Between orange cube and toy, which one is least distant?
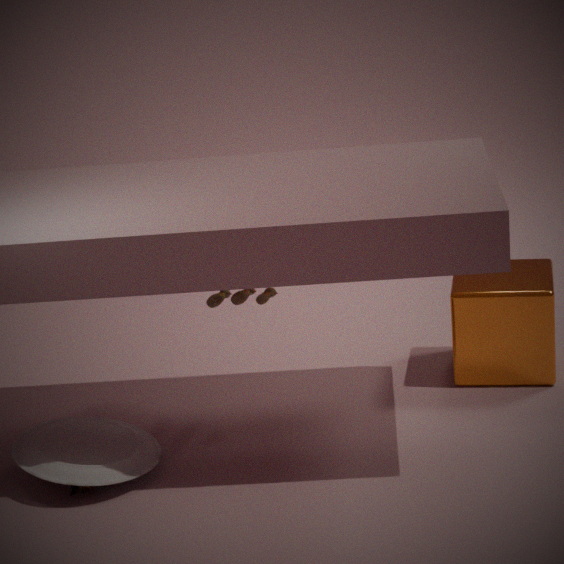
orange cube
